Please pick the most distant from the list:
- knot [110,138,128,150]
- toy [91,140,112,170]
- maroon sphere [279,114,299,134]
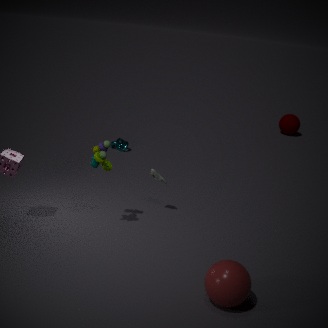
maroon sphere [279,114,299,134]
